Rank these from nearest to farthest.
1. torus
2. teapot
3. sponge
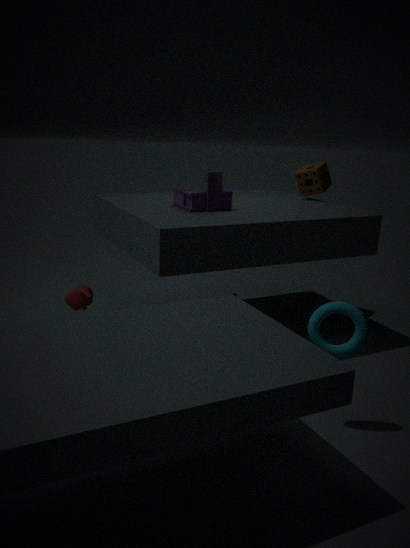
1. torus
2. teapot
3. sponge
